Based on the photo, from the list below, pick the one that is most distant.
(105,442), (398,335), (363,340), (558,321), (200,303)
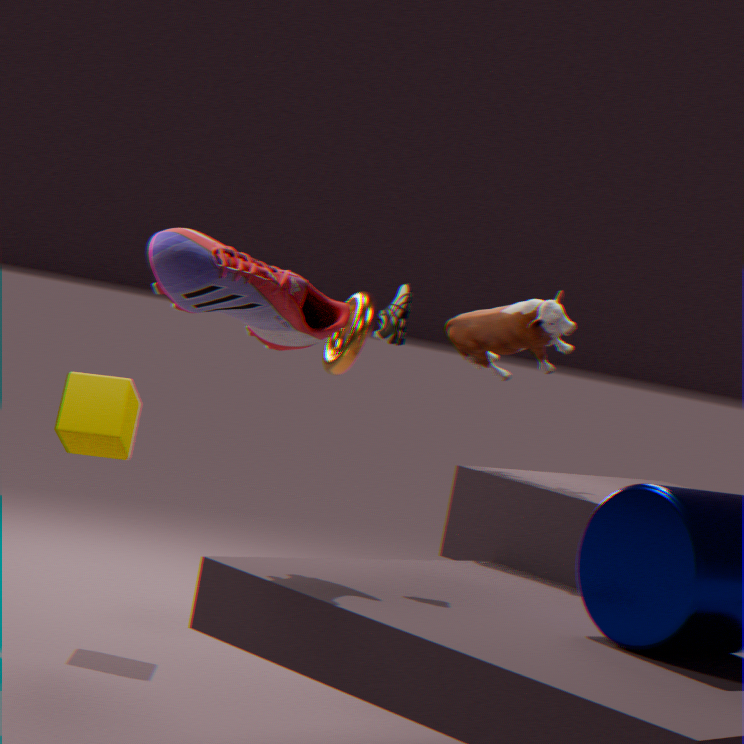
(363,340)
